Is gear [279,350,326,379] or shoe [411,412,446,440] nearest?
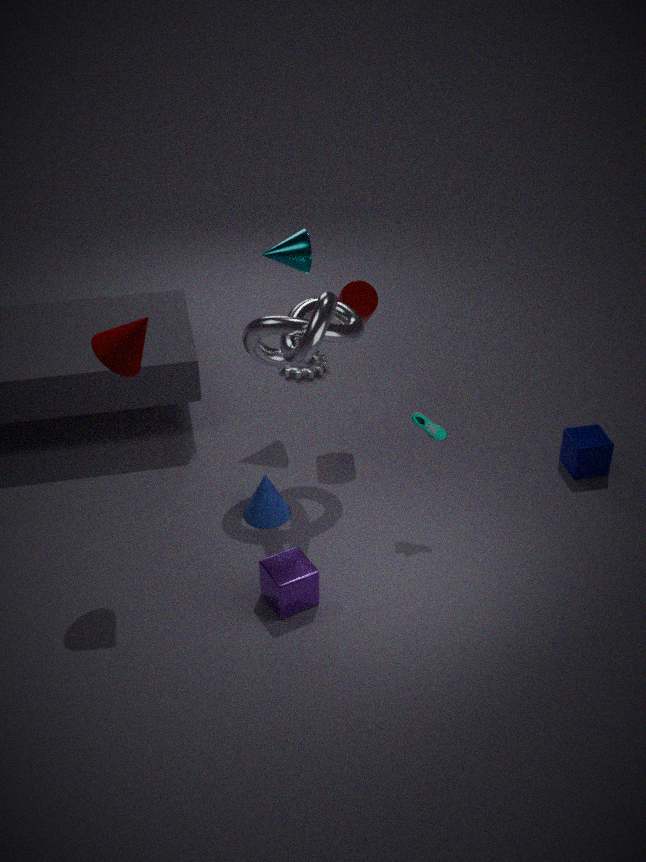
shoe [411,412,446,440]
